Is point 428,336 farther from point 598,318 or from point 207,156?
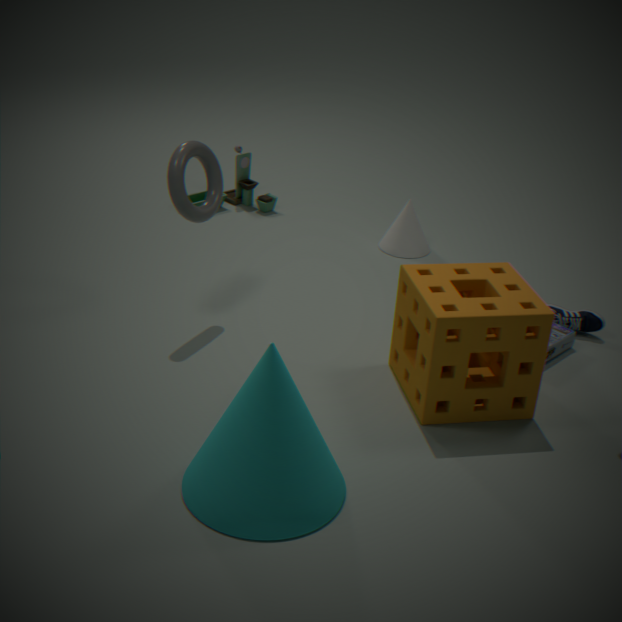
point 207,156
